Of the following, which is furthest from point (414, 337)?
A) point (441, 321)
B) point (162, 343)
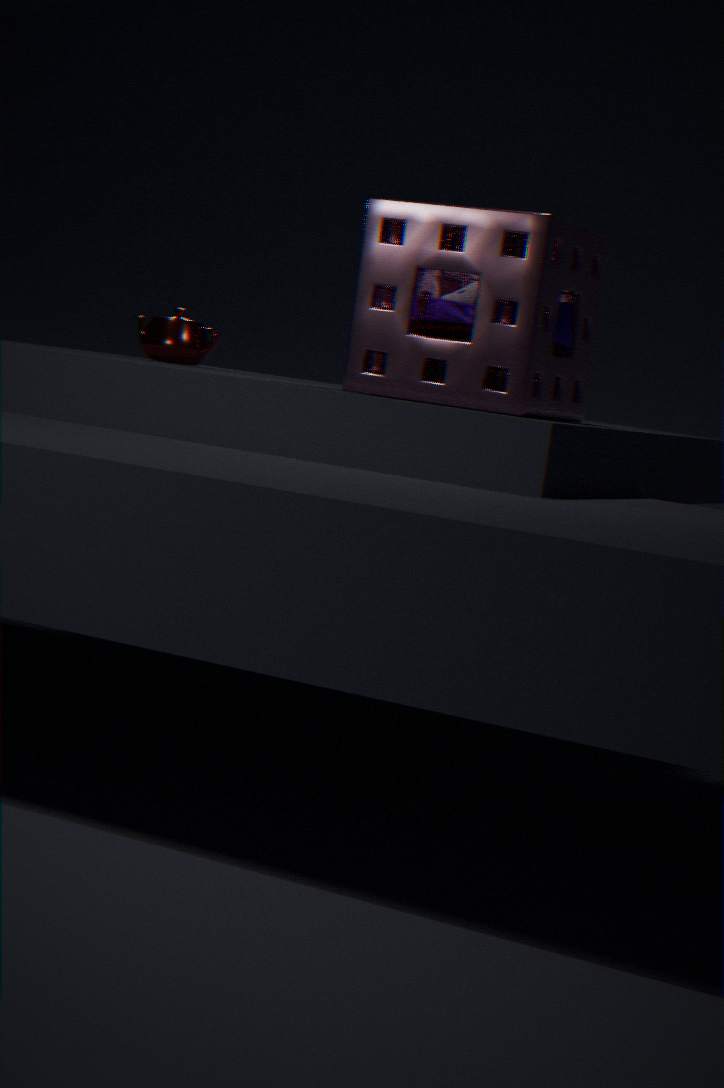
point (162, 343)
